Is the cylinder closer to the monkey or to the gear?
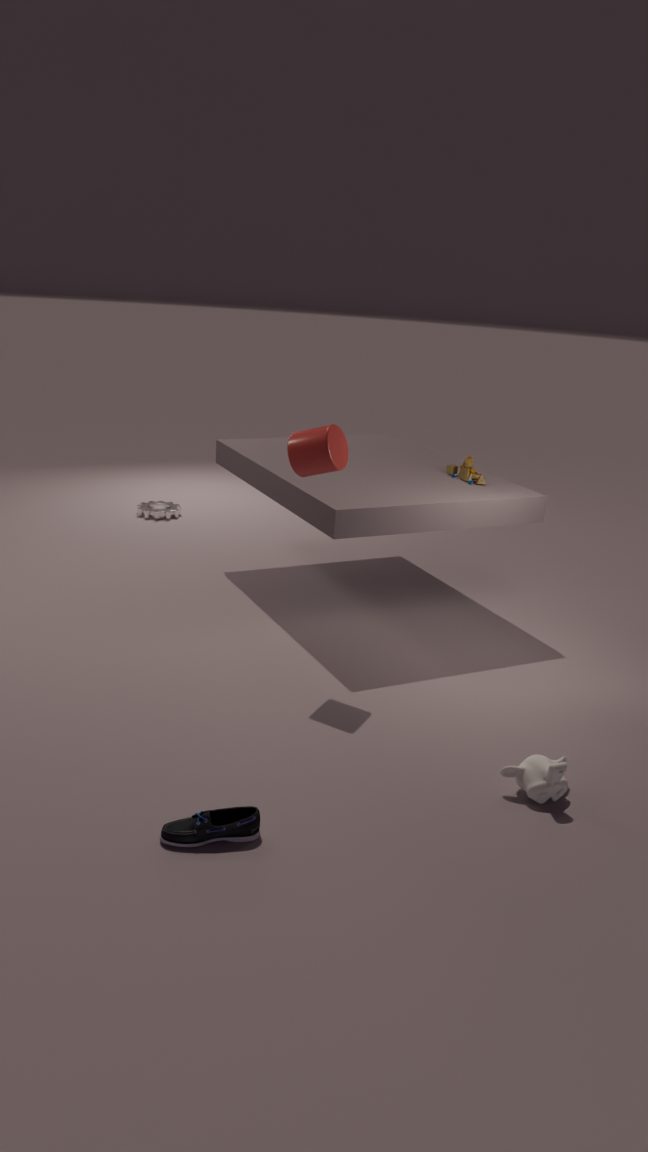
the monkey
